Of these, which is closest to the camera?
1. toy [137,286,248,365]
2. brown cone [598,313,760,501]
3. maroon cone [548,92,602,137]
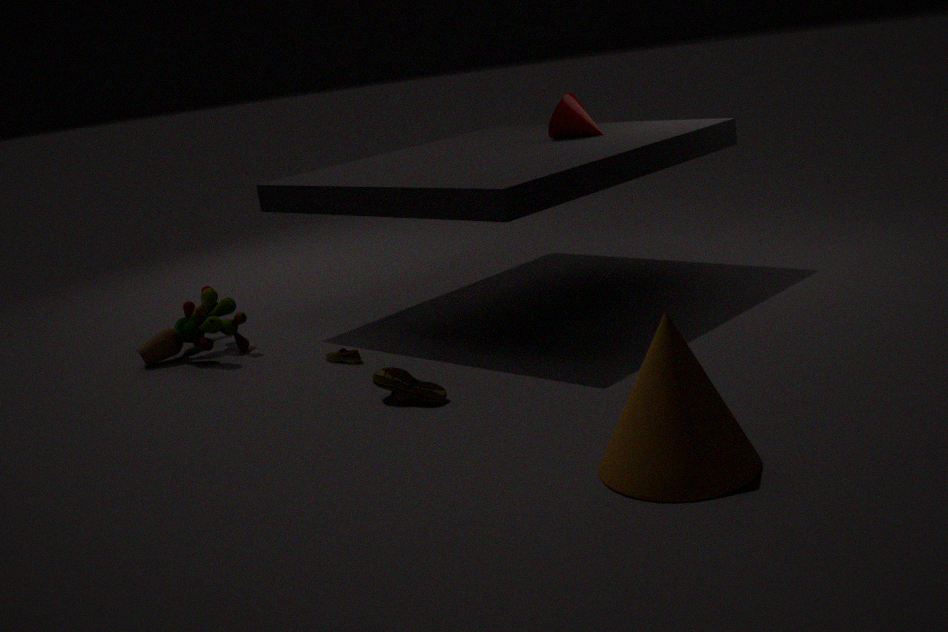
brown cone [598,313,760,501]
